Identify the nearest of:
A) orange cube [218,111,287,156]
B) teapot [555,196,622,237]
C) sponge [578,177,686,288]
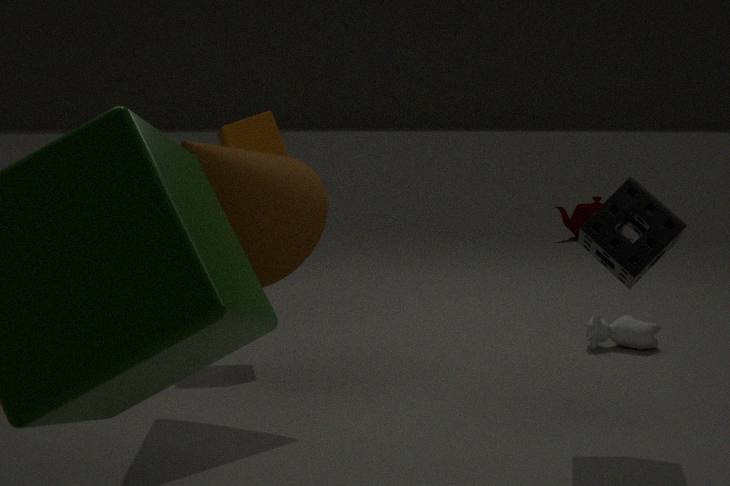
C. sponge [578,177,686,288]
